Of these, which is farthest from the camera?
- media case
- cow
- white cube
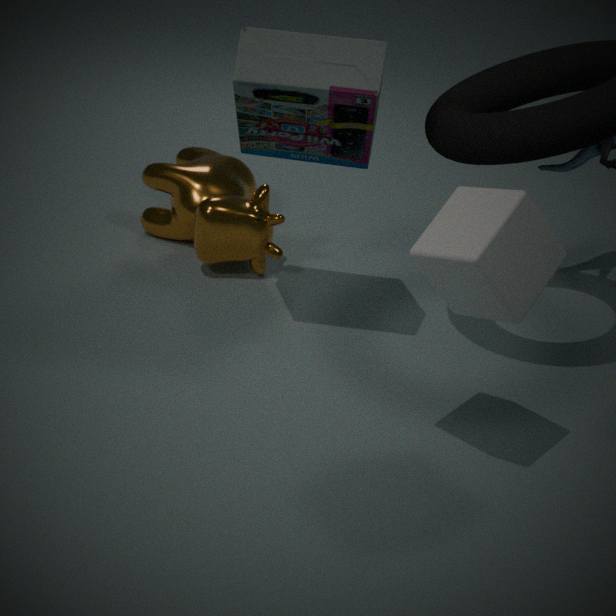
cow
